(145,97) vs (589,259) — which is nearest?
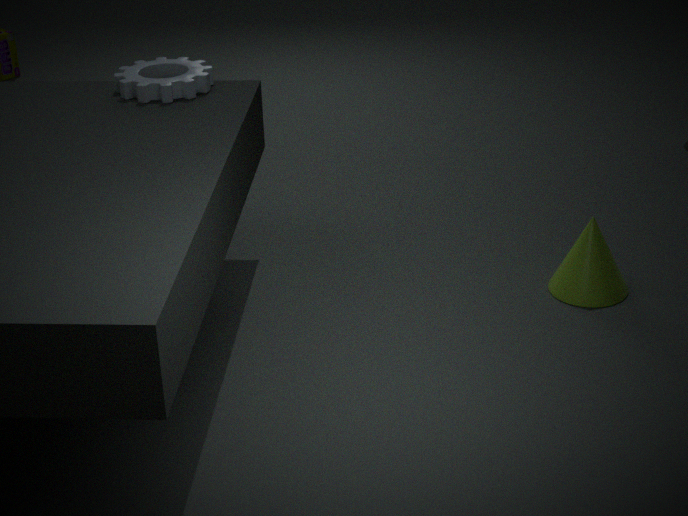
(589,259)
